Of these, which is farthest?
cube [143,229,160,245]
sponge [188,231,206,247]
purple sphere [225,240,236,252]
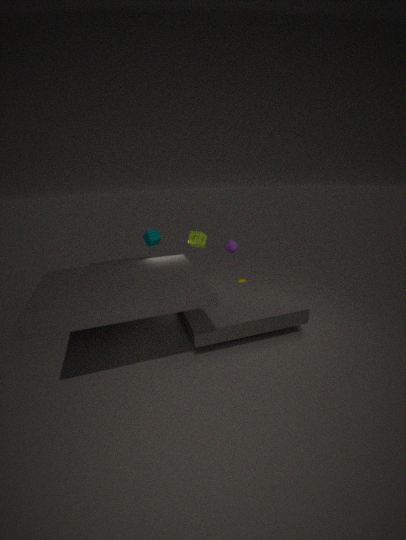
cube [143,229,160,245]
